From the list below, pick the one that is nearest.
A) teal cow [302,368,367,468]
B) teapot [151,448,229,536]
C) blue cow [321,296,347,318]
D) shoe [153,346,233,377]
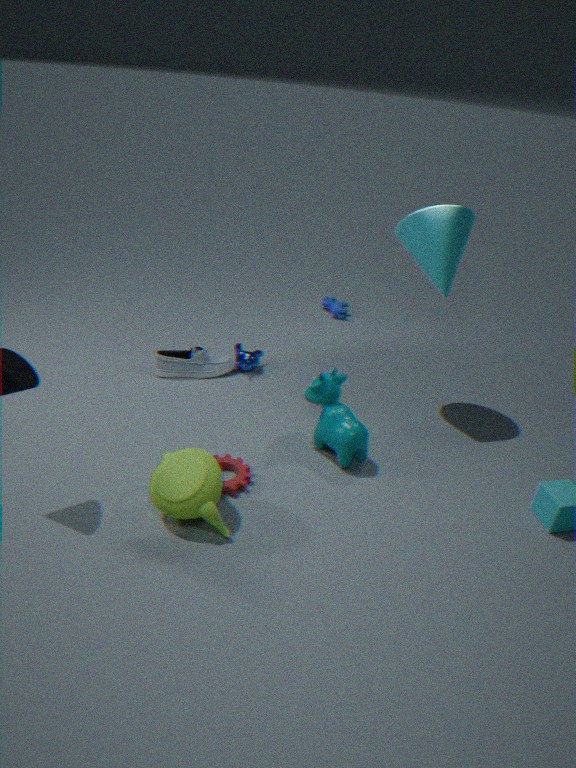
teapot [151,448,229,536]
